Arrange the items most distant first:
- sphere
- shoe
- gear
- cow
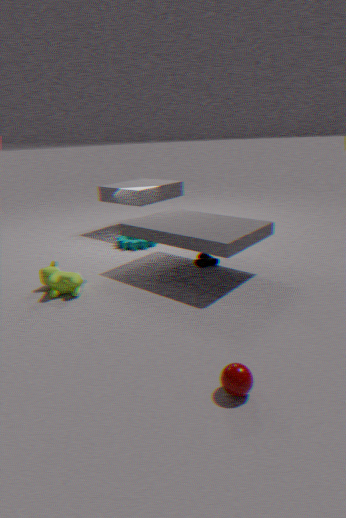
A: 1. gear
2. shoe
3. cow
4. sphere
